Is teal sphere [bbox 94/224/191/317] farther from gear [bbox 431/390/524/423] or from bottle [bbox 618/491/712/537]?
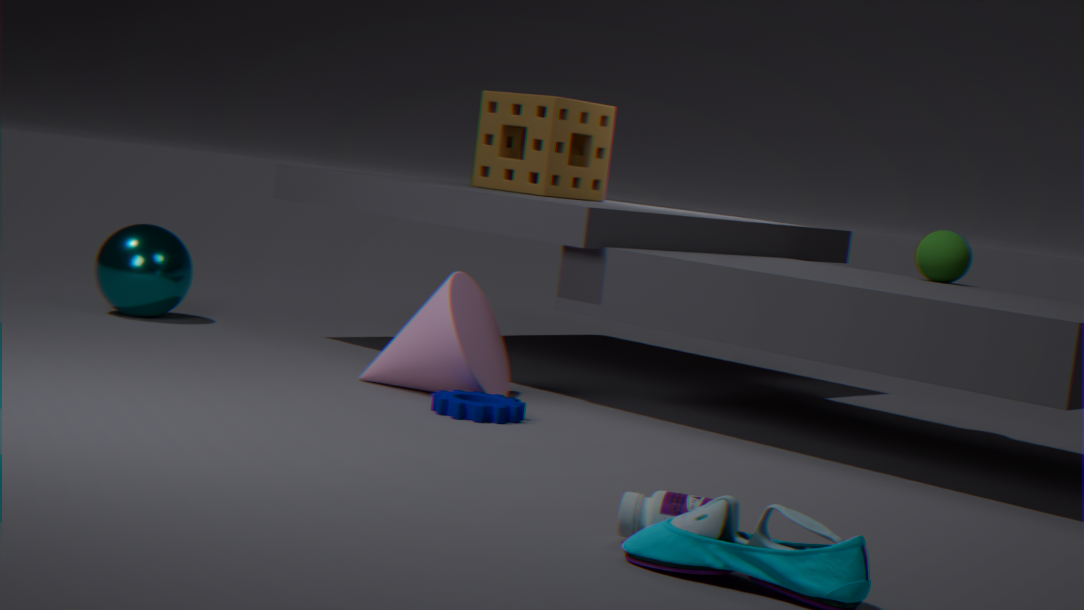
bottle [bbox 618/491/712/537]
